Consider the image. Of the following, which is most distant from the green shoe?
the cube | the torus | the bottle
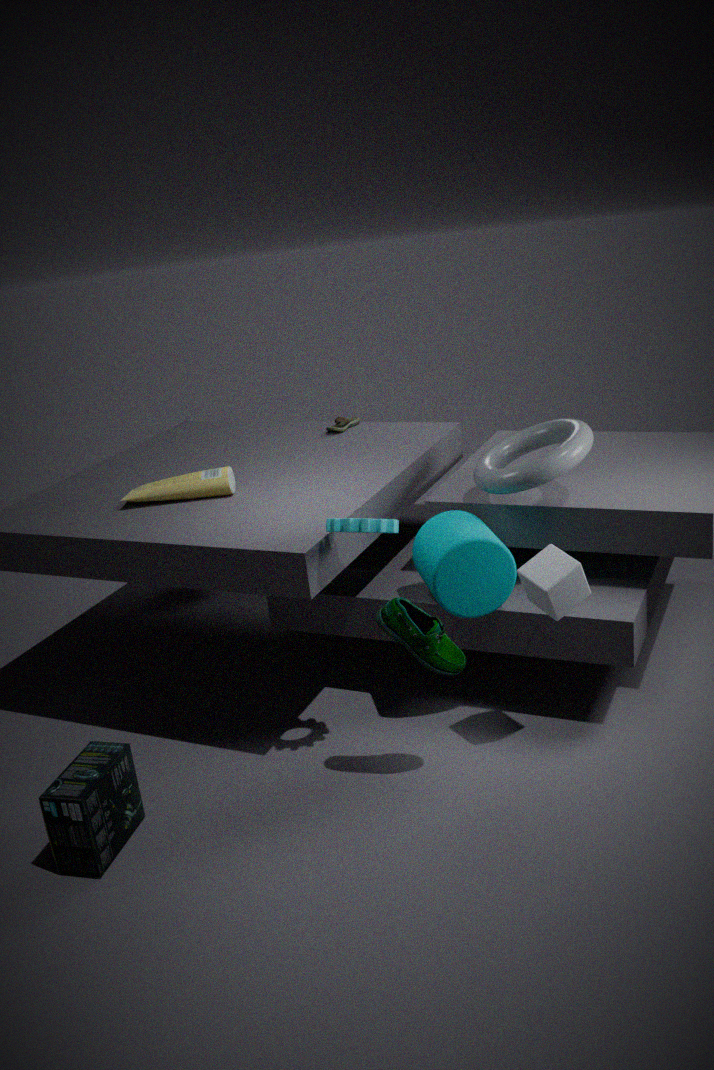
the bottle
